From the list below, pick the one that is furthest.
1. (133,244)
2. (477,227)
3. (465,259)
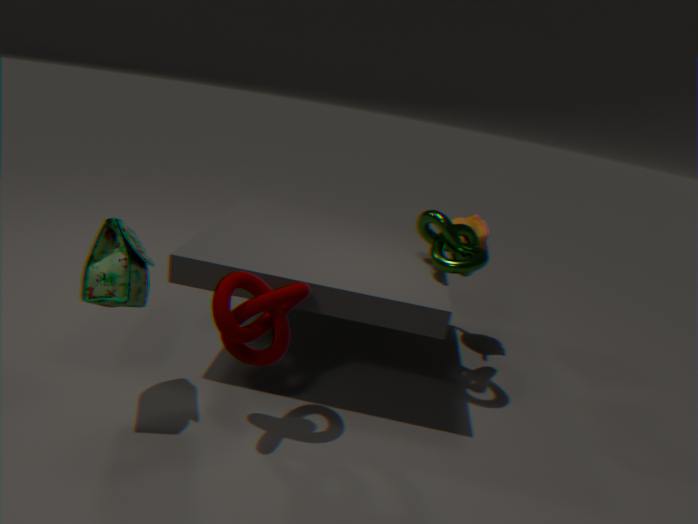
(477,227)
